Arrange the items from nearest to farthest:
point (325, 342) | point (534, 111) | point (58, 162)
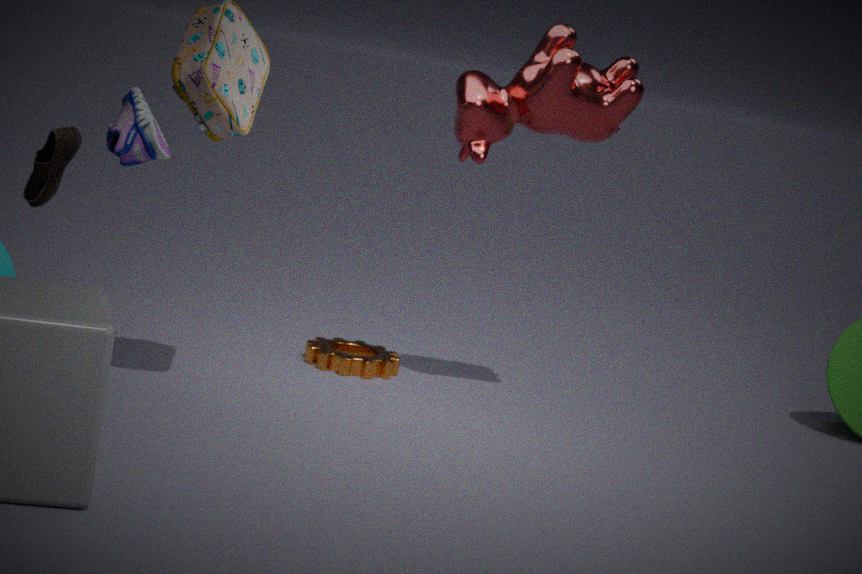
point (534, 111) → point (58, 162) → point (325, 342)
